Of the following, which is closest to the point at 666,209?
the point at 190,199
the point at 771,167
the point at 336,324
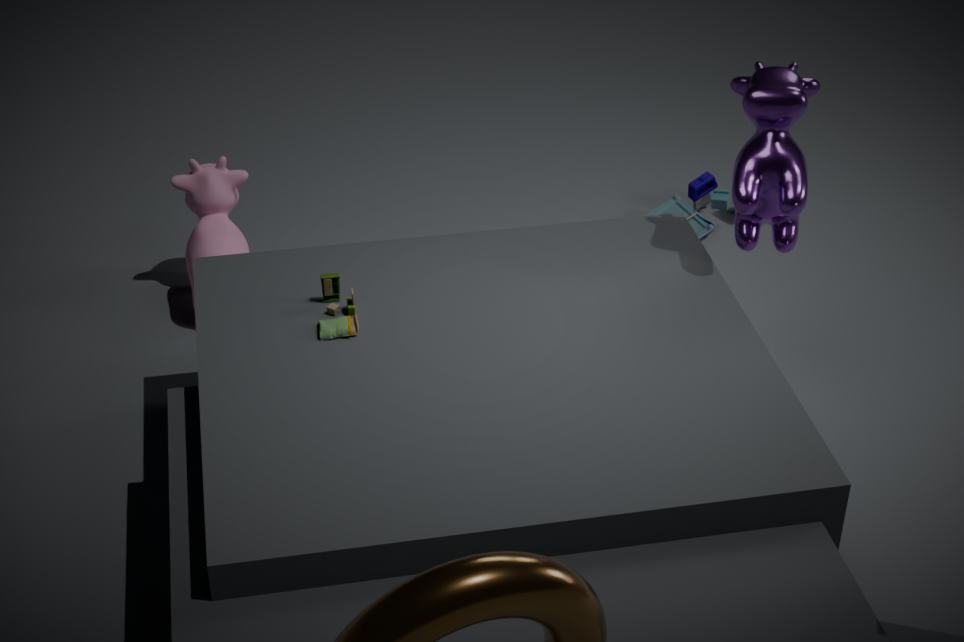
the point at 771,167
